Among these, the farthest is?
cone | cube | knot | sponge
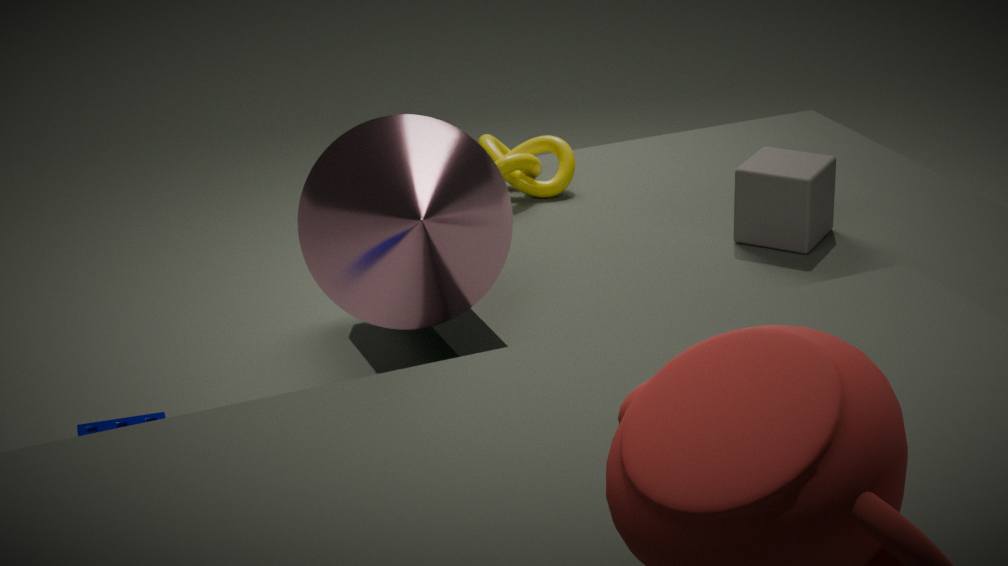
knot
